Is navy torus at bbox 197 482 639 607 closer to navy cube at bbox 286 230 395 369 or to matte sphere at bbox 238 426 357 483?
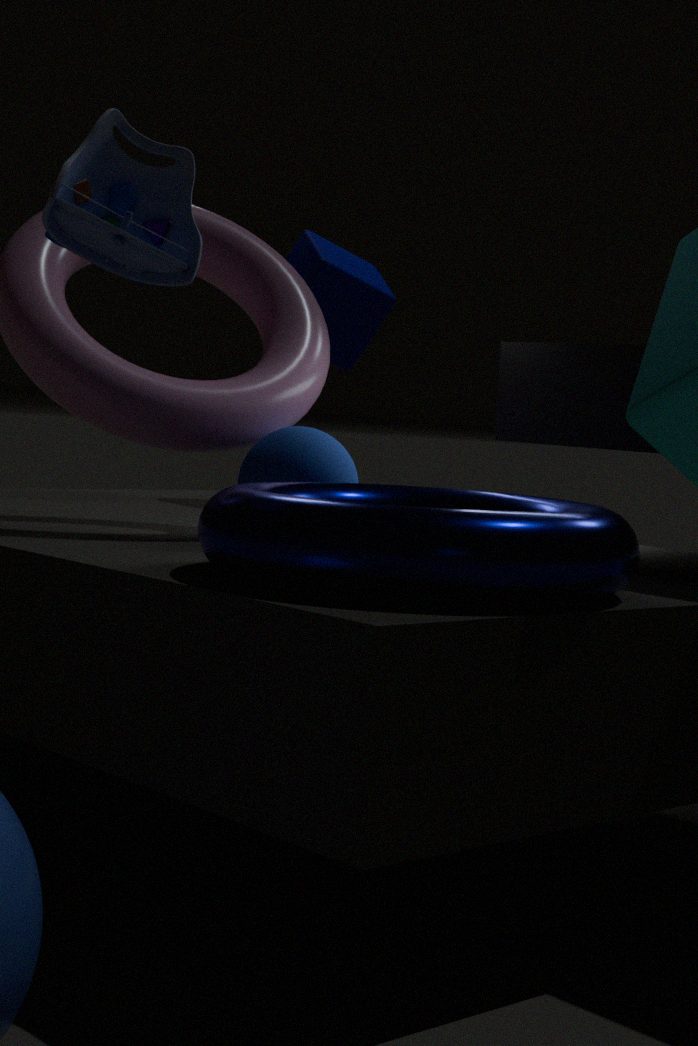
matte sphere at bbox 238 426 357 483
